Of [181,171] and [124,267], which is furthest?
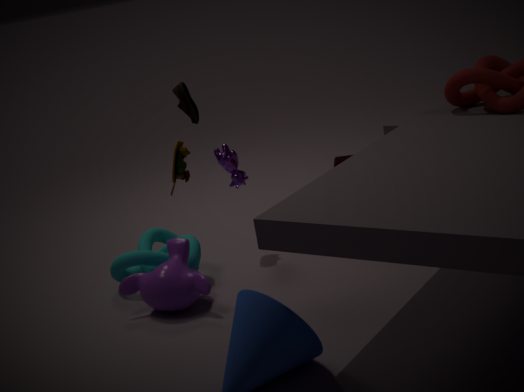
[124,267]
